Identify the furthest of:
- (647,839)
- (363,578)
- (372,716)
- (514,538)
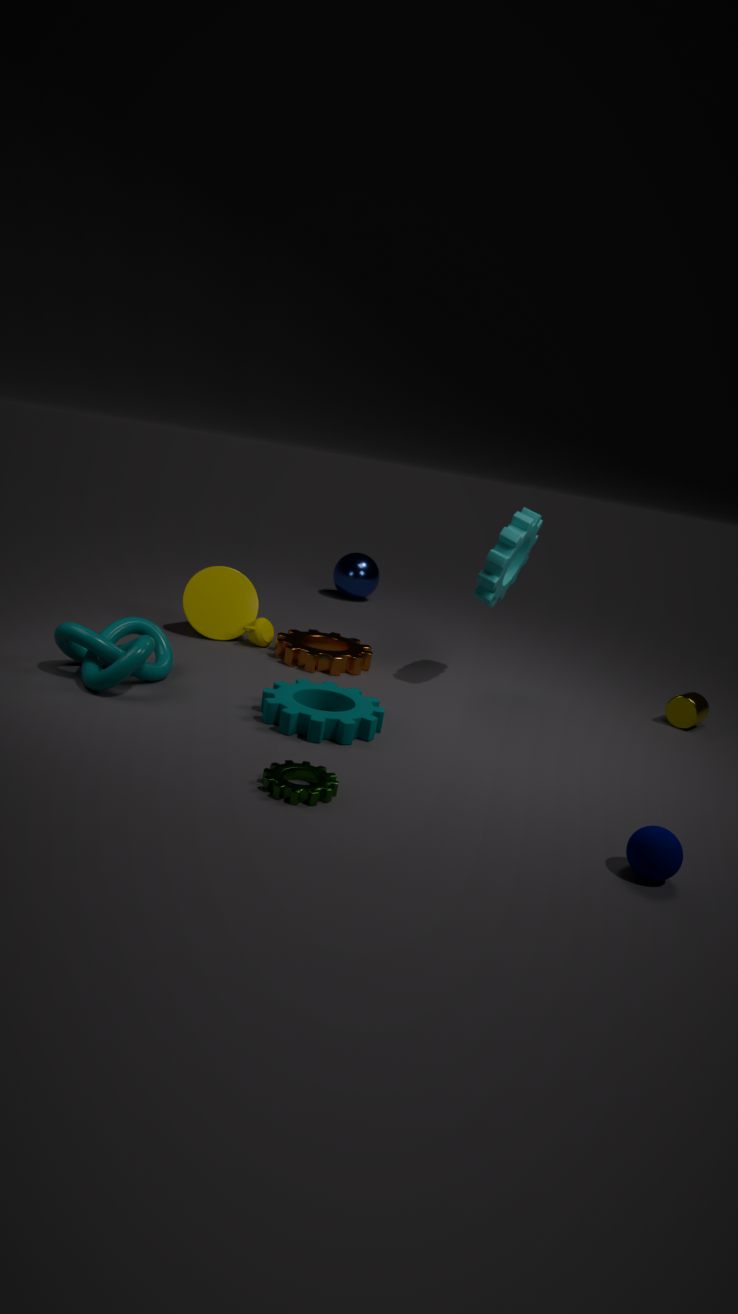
(363,578)
